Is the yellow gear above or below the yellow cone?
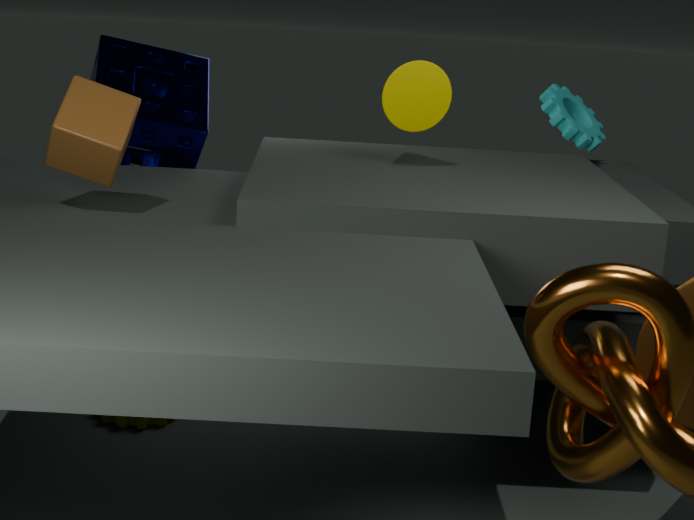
below
